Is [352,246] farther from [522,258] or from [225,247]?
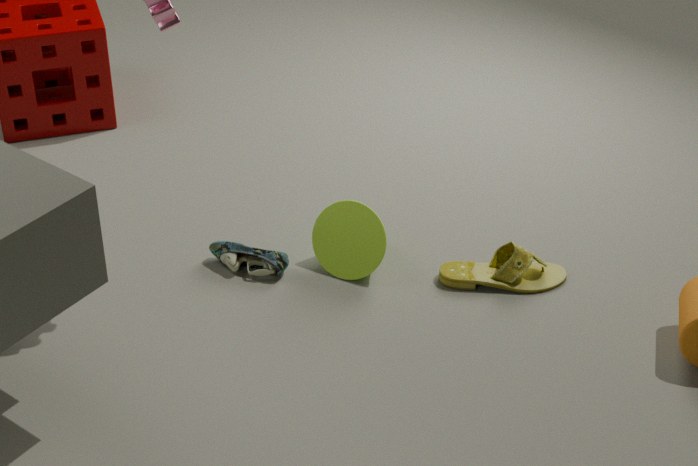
[522,258]
